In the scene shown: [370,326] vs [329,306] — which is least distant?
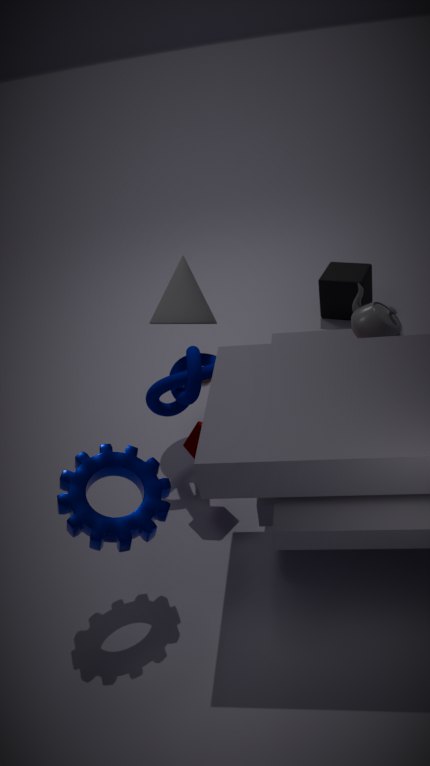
[370,326]
